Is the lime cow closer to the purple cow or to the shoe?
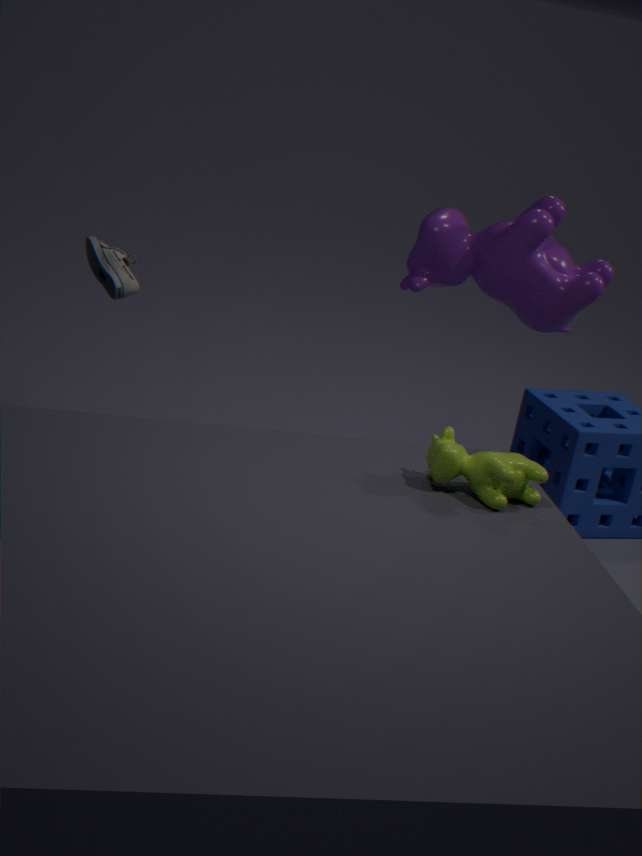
the purple cow
